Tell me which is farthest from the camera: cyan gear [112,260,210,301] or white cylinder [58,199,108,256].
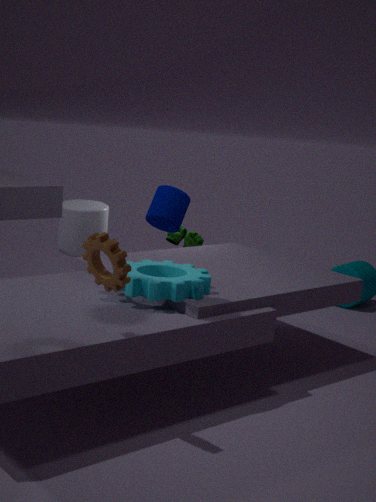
white cylinder [58,199,108,256]
